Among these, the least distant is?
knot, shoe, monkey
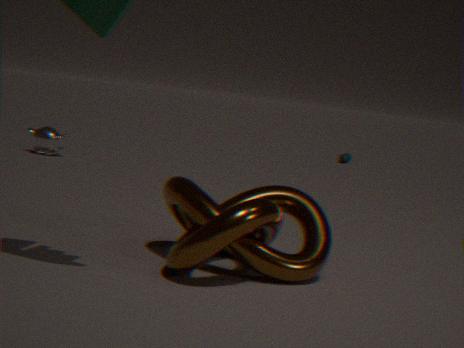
knot
